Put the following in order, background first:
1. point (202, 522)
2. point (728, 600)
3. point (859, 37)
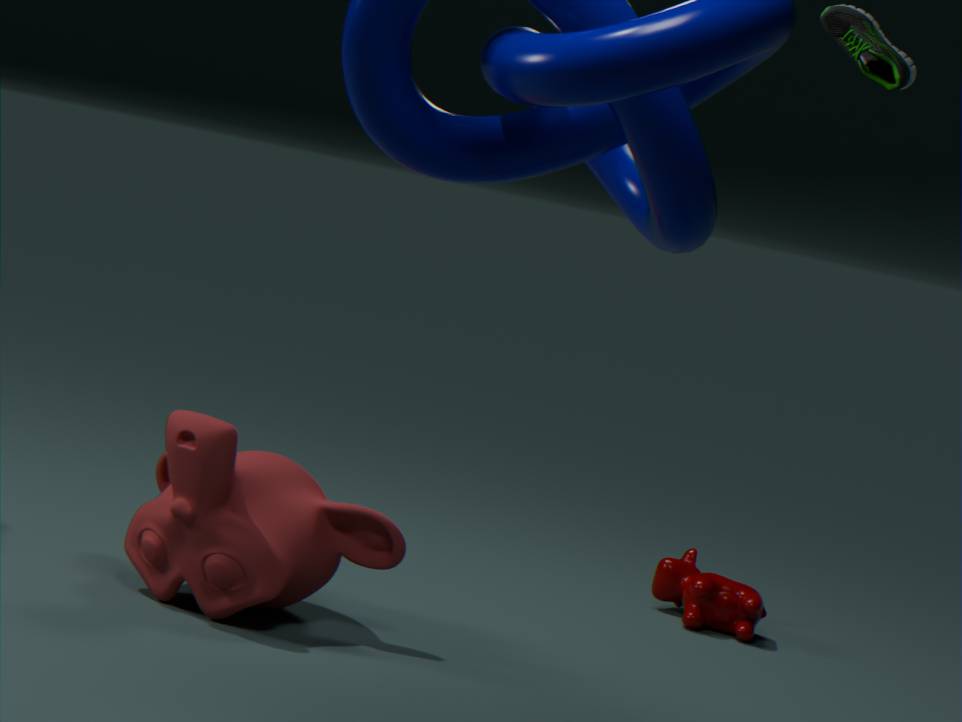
point (859, 37) < point (728, 600) < point (202, 522)
